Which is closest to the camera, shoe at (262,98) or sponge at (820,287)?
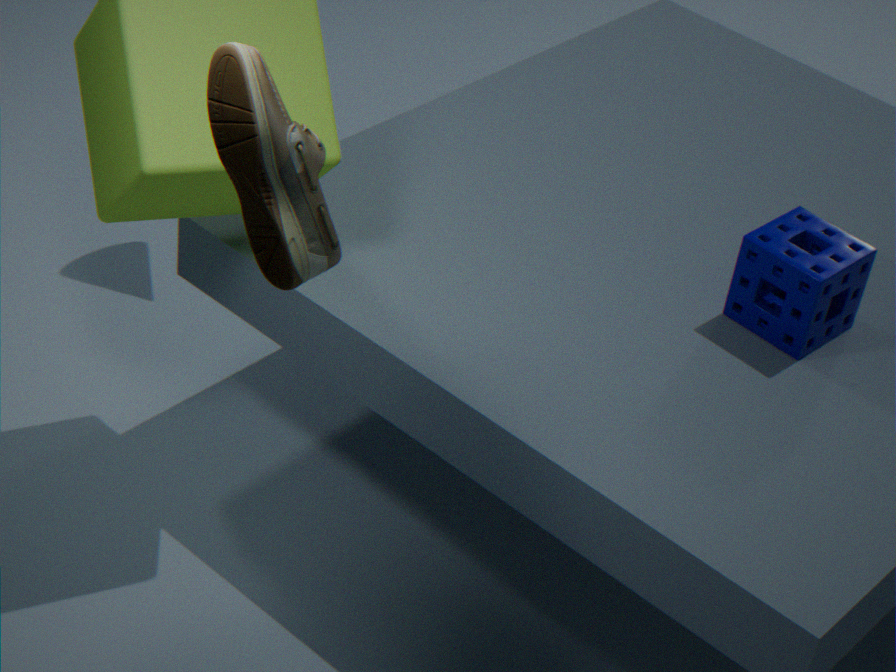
shoe at (262,98)
